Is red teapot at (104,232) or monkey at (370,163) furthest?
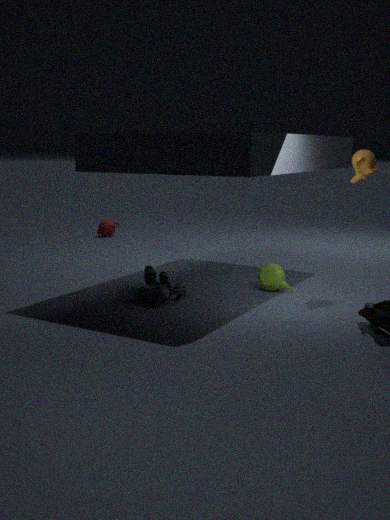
red teapot at (104,232)
